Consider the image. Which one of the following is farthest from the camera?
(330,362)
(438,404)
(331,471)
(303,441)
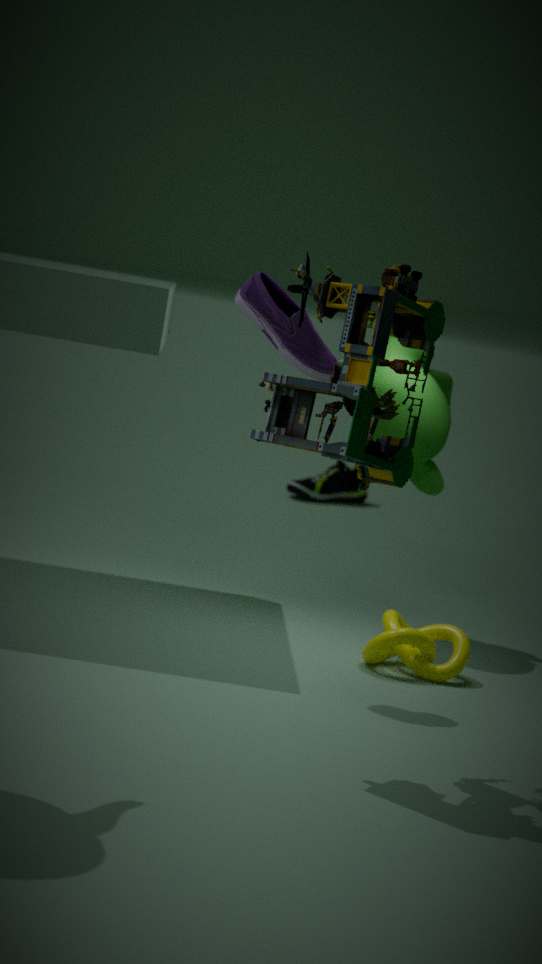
(331,471)
